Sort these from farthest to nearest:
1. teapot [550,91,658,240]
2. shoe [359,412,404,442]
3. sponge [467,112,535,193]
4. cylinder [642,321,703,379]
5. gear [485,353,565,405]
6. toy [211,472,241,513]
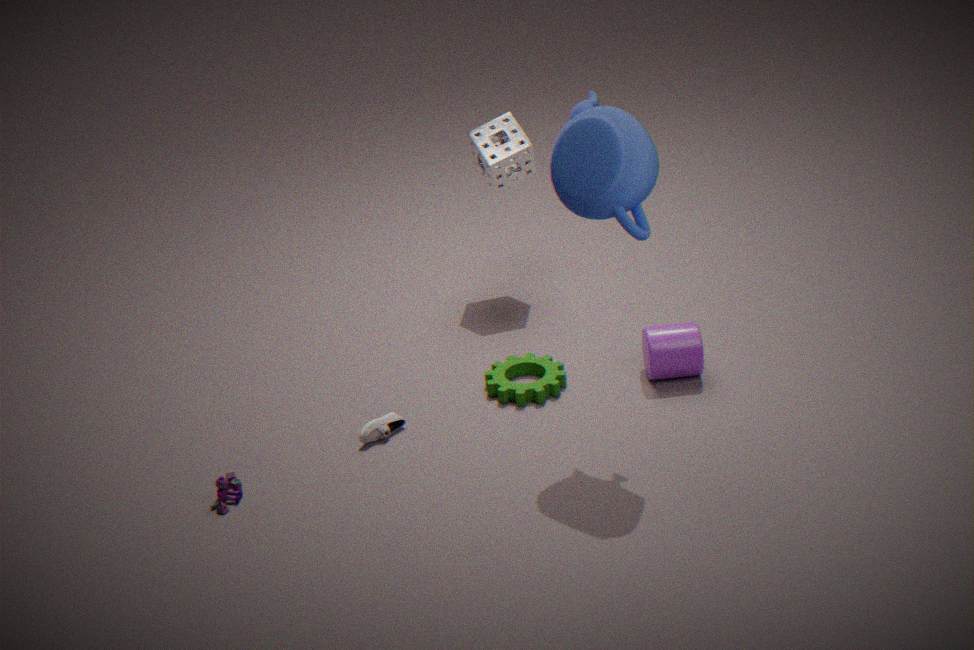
1. sponge [467,112,535,193]
2. gear [485,353,565,405]
3. cylinder [642,321,703,379]
4. shoe [359,412,404,442]
5. toy [211,472,241,513]
6. teapot [550,91,658,240]
